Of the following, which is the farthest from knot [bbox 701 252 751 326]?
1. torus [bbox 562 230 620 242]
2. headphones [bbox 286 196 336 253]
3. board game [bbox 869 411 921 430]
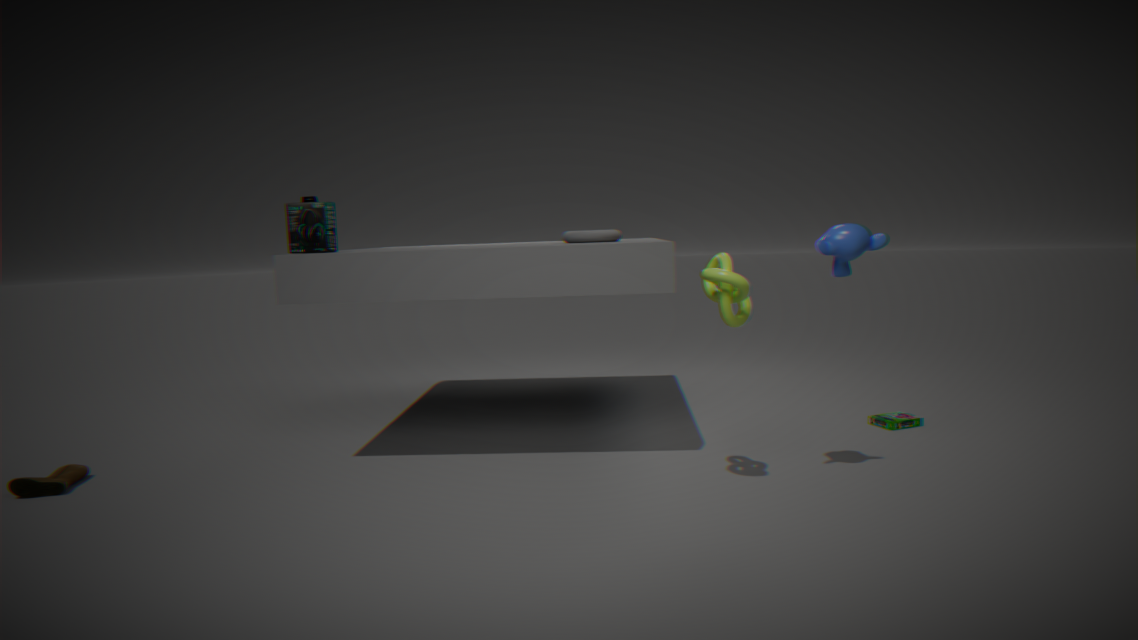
headphones [bbox 286 196 336 253]
